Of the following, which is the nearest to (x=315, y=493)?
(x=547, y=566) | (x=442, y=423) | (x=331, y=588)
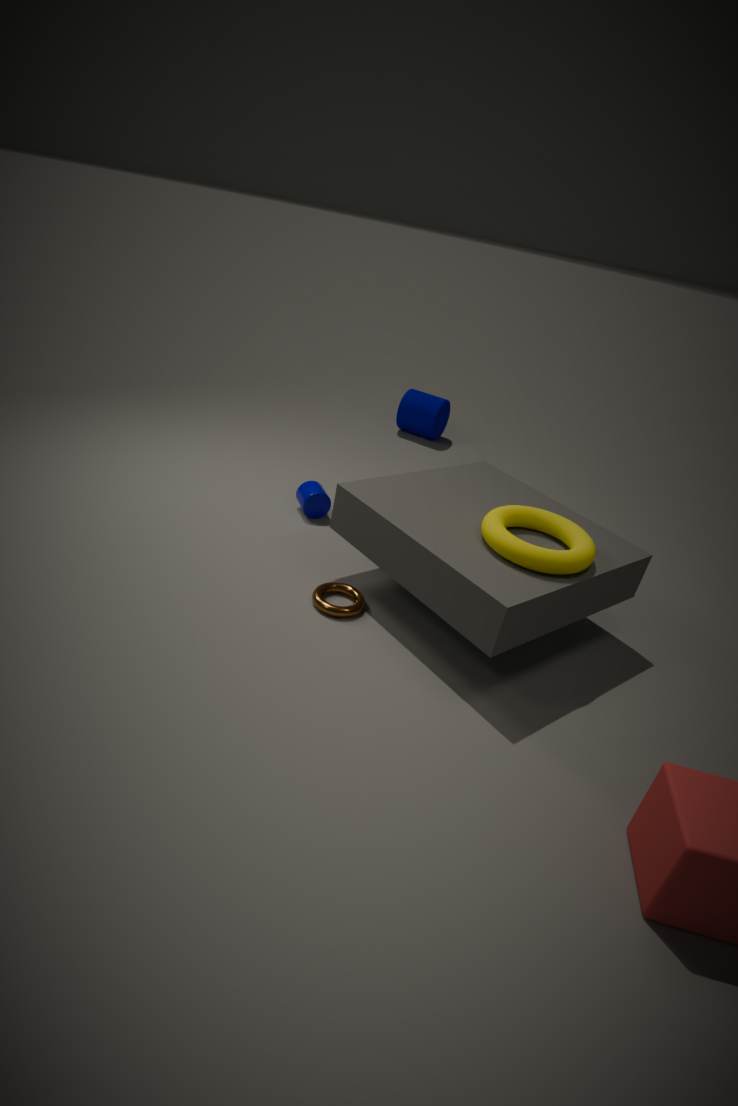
(x=331, y=588)
